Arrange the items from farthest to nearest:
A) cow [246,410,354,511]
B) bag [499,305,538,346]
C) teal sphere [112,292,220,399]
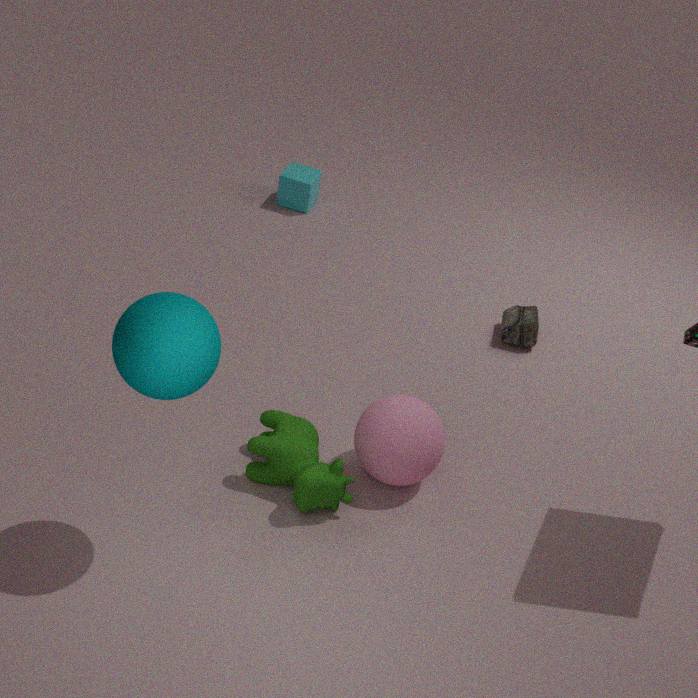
bag [499,305,538,346], cow [246,410,354,511], teal sphere [112,292,220,399]
